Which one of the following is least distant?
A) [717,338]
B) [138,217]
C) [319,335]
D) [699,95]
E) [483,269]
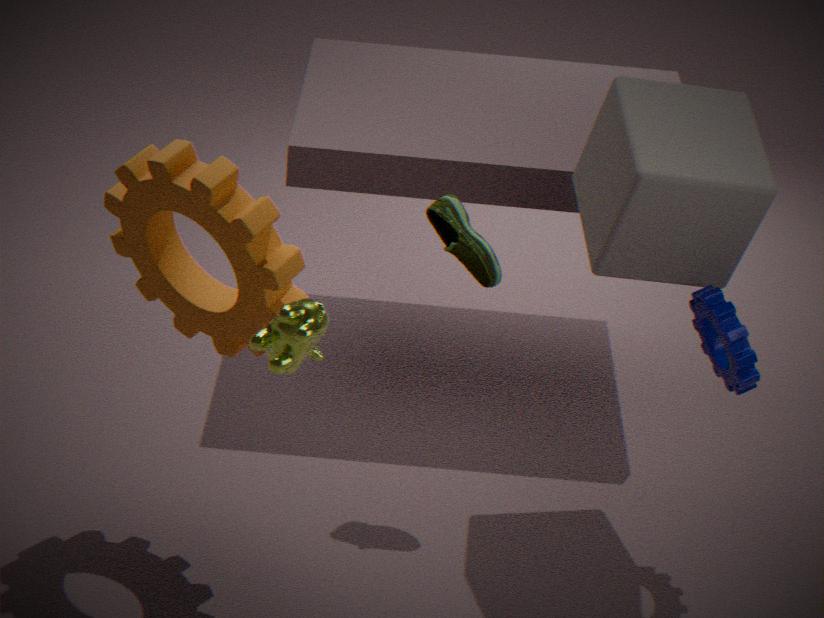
[319,335]
